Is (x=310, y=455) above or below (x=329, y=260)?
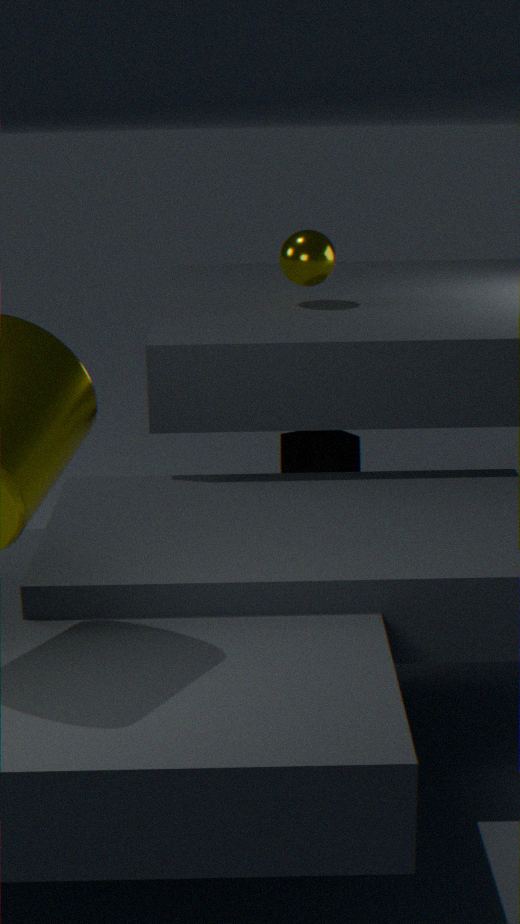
below
